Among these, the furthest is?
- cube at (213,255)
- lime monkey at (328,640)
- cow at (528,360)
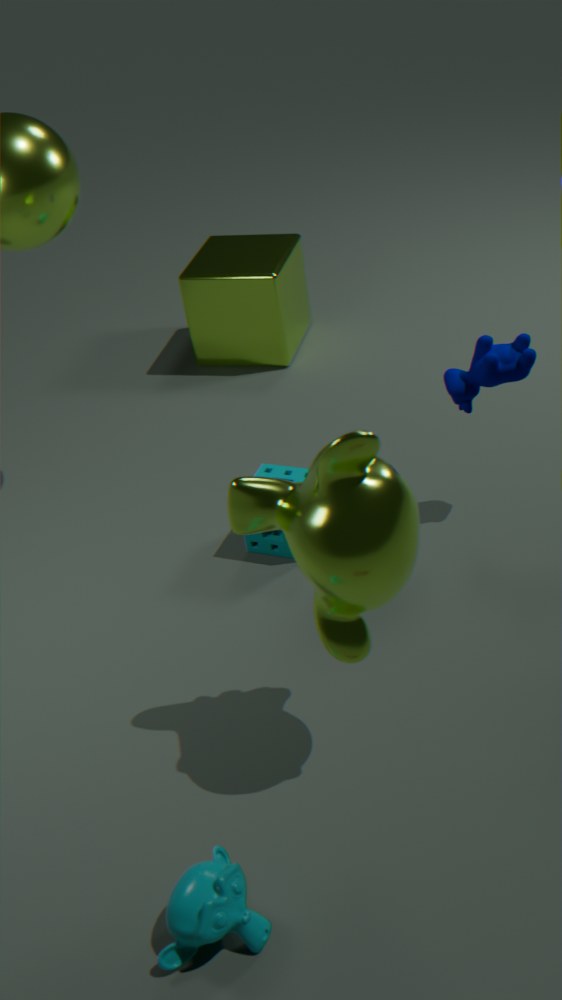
cube at (213,255)
